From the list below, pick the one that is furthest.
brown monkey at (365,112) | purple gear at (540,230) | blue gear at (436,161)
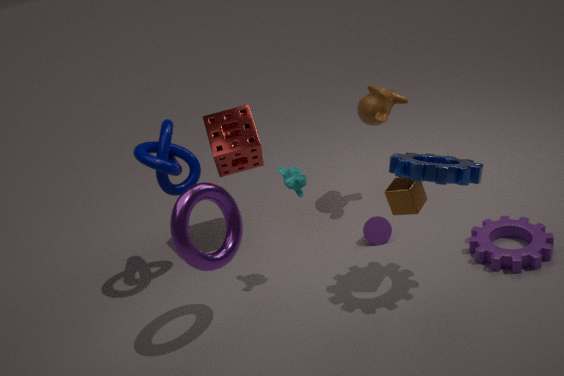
brown monkey at (365,112)
